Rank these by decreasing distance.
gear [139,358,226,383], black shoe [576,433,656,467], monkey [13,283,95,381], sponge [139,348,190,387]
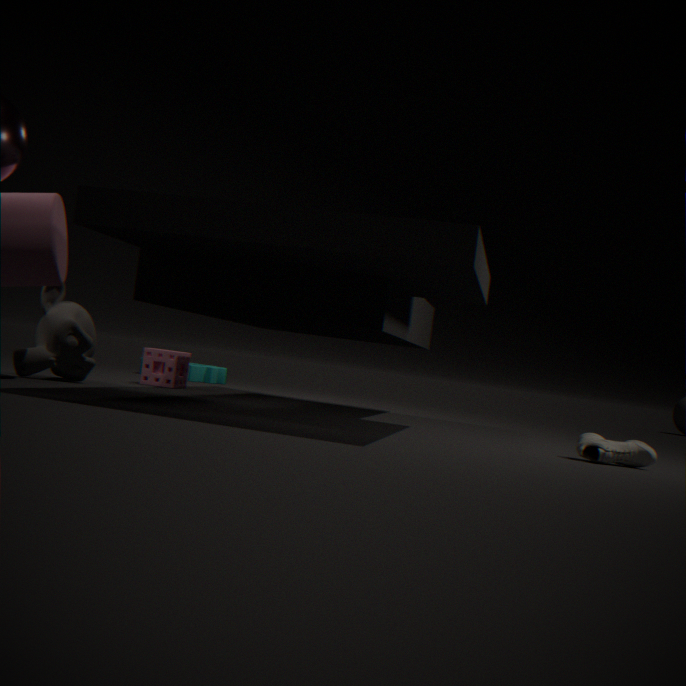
gear [139,358,226,383], sponge [139,348,190,387], monkey [13,283,95,381], black shoe [576,433,656,467]
